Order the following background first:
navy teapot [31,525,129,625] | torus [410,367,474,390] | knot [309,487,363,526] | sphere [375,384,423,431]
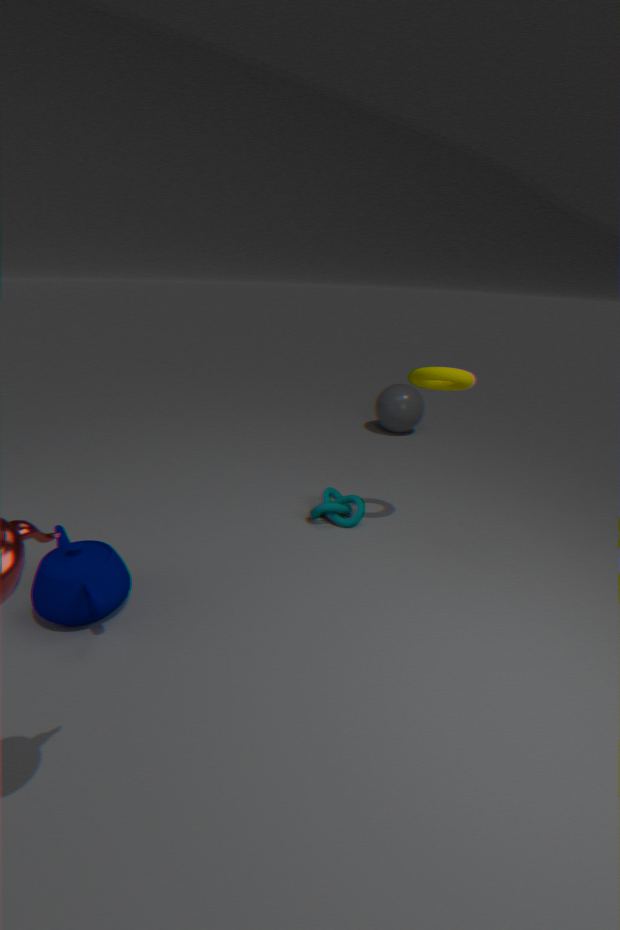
sphere [375,384,423,431]
knot [309,487,363,526]
torus [410,367,474,390]
navy teapot [31,525,129,625]
